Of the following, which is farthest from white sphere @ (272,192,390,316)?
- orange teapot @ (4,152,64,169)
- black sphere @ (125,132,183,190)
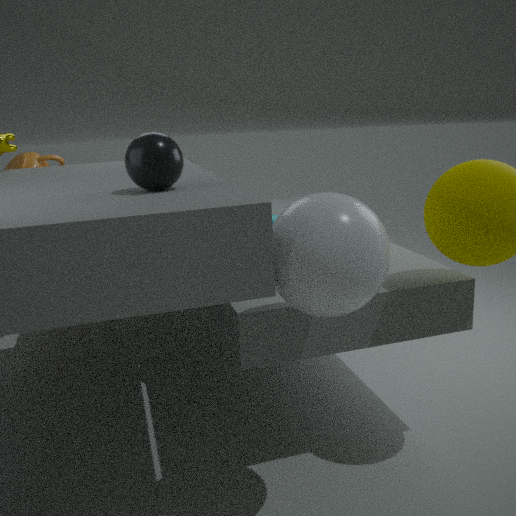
orange teapot @ (4,152,64,169)
